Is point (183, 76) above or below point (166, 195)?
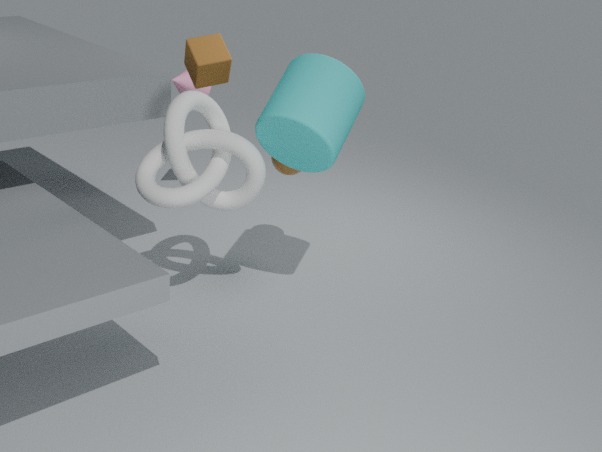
above
